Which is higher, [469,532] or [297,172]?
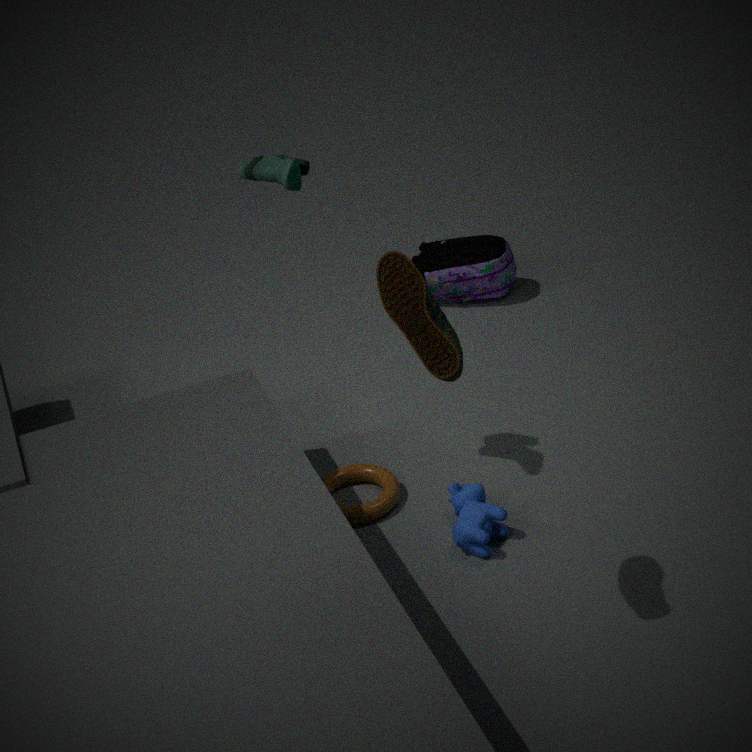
[297,172]
